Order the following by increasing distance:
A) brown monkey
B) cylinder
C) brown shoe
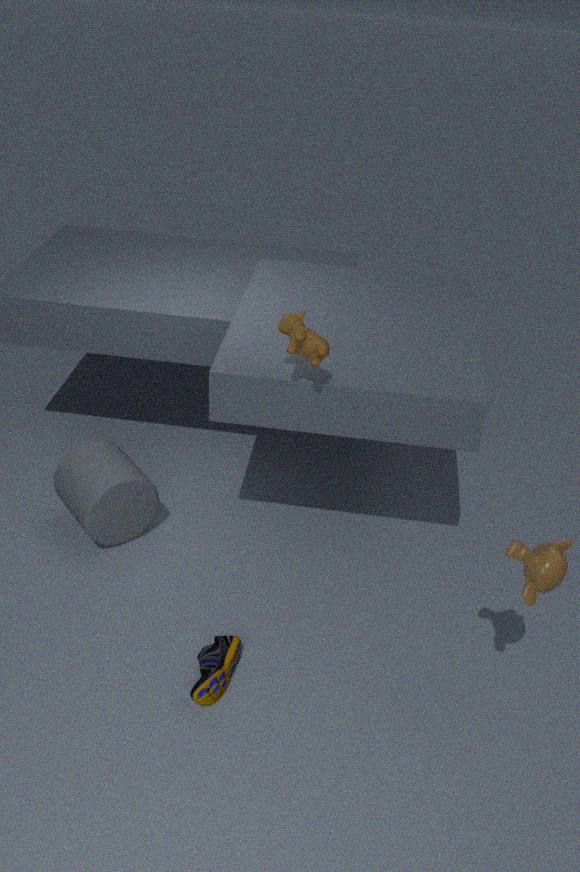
1. brown monkey
2. brown shoe
3. cylinder
